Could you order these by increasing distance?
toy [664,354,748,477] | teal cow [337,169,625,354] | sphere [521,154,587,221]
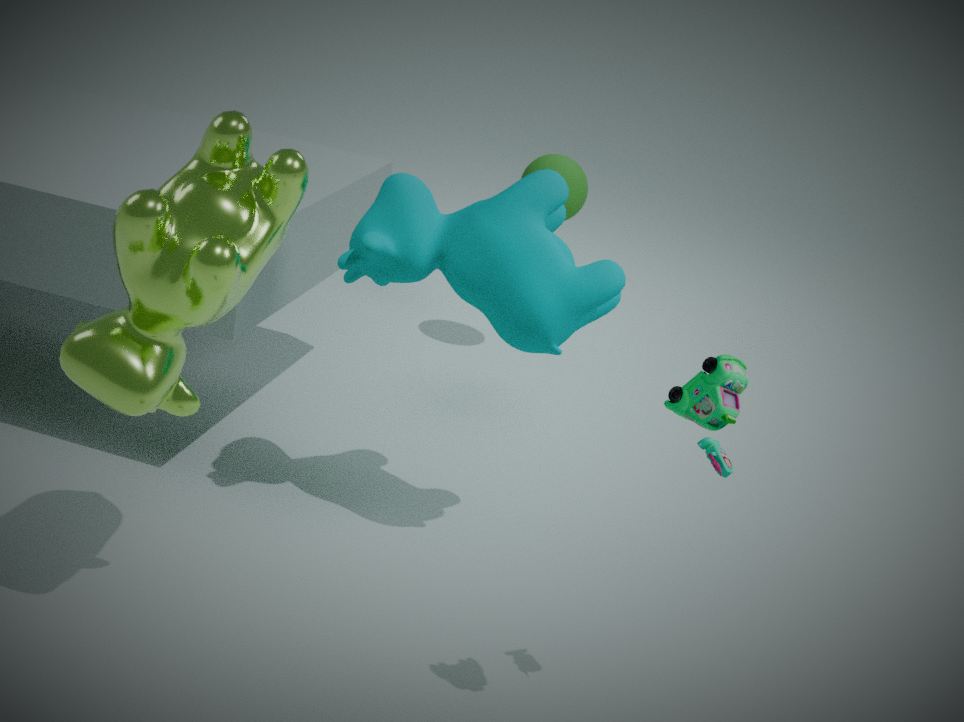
toy [664,354,748,477]
teal cow [337,169,625,354]
sphere [521,154,587,221]
